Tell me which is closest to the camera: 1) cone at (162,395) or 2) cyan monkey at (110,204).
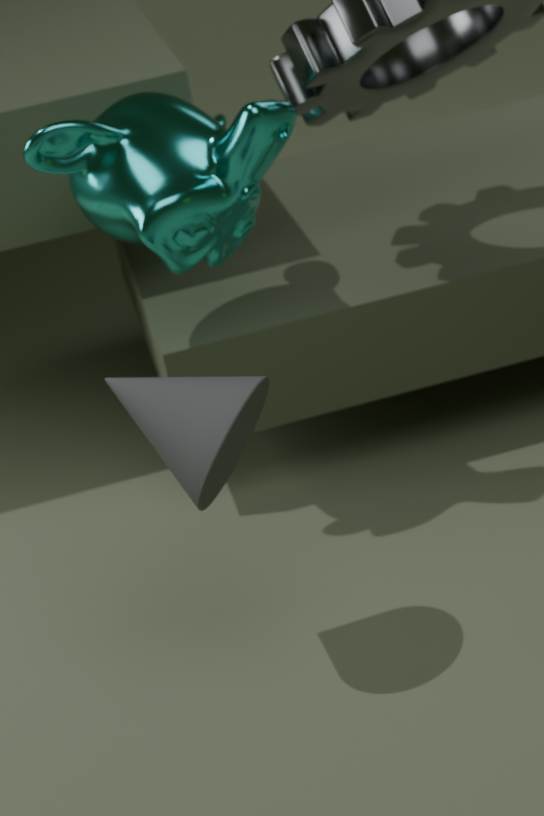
1. cone at (162,395)
